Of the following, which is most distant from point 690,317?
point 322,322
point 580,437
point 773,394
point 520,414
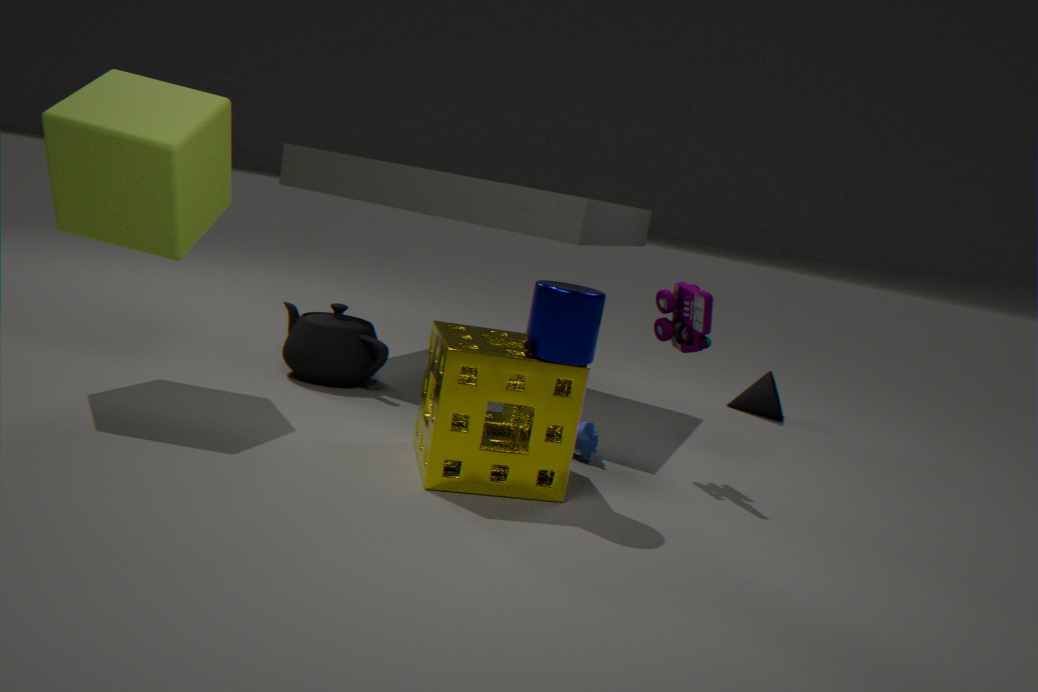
point 773,394
